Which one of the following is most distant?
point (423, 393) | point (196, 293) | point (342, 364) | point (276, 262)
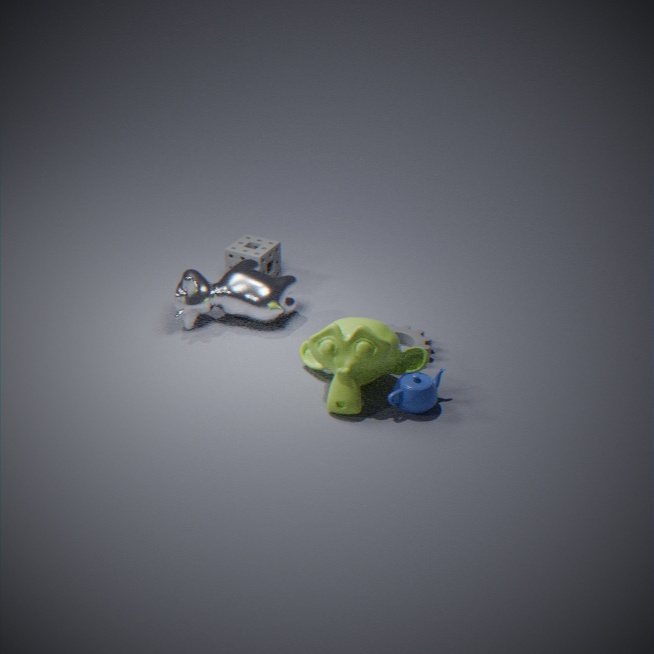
point (276, 262)
